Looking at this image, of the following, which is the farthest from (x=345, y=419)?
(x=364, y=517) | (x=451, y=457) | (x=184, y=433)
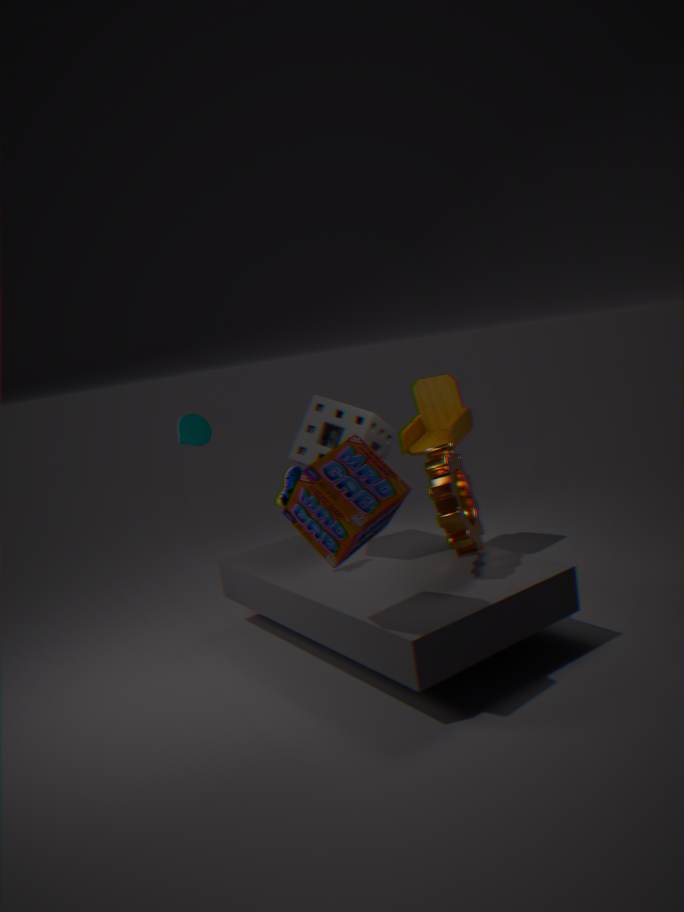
(x=184, y=433)
